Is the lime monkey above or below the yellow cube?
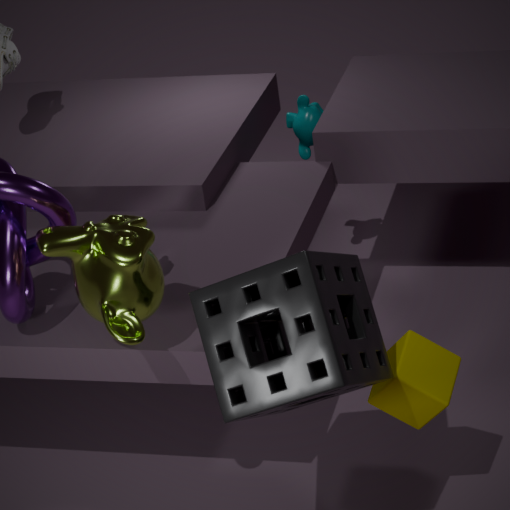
above
